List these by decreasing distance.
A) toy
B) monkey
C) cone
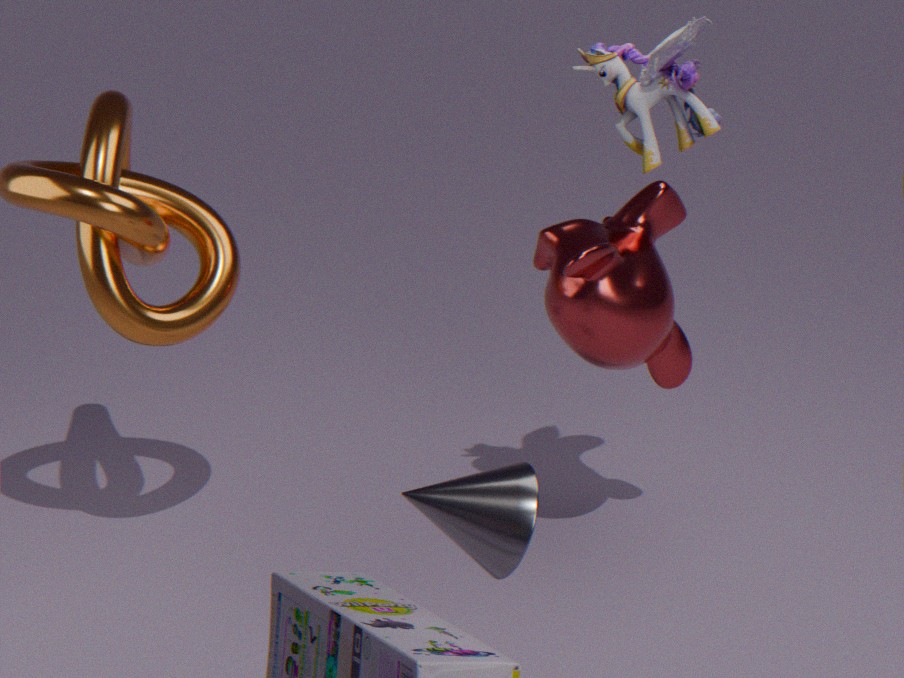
monkey, toy, cone
